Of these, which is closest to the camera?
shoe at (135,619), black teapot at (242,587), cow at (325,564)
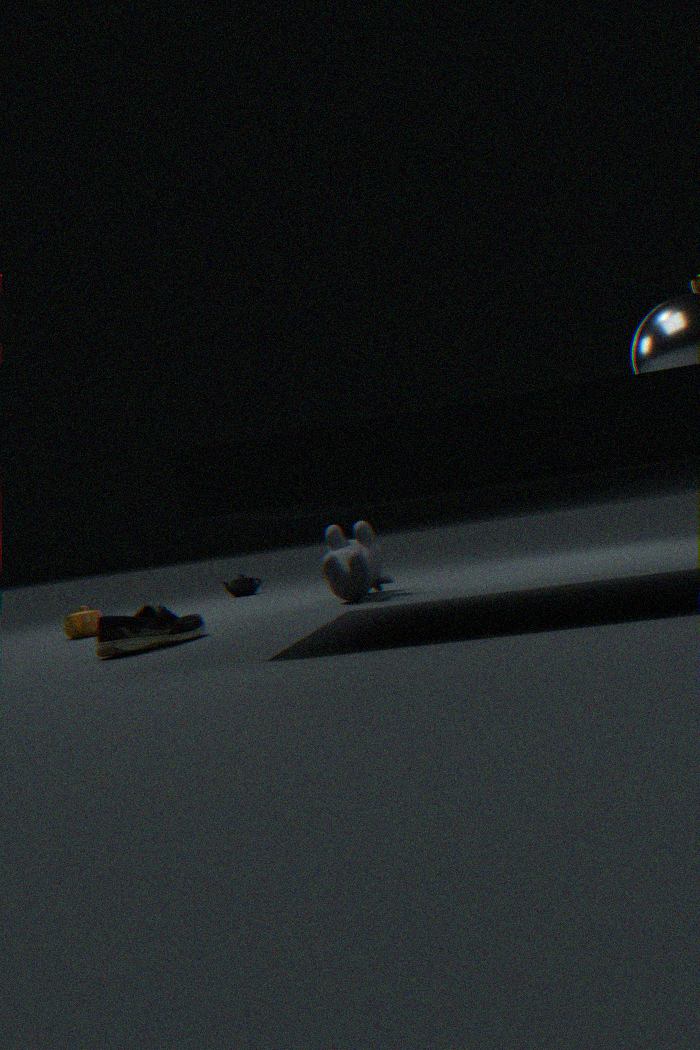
shoe at (135,619)
